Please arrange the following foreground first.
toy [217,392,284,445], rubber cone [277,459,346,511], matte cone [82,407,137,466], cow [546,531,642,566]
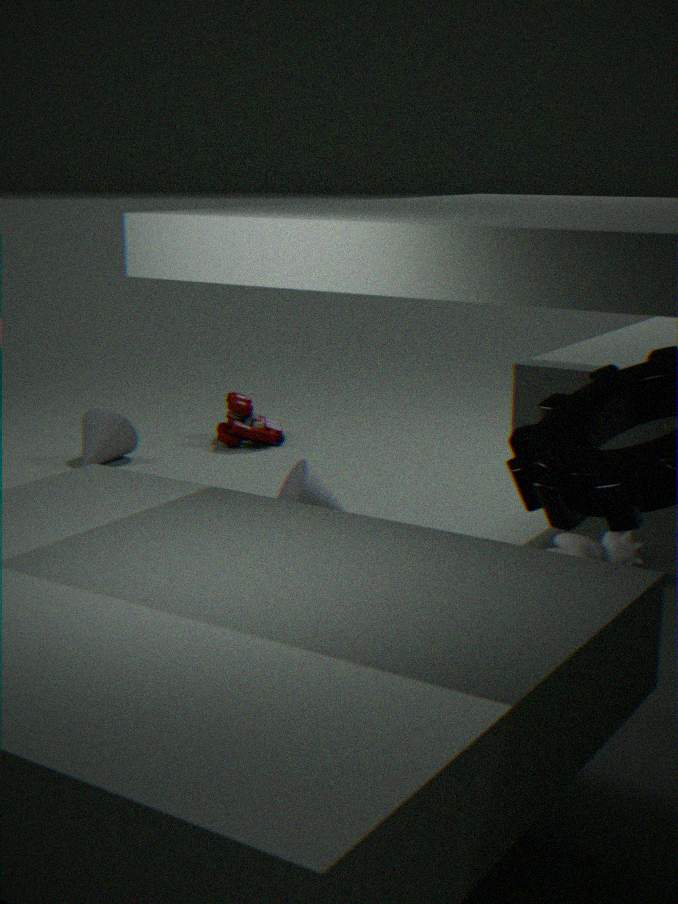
cow [546,531,642,566], rubber cone [277,459,346,511], matte cone [82,407,137,466], toy [217,392,284,445]
